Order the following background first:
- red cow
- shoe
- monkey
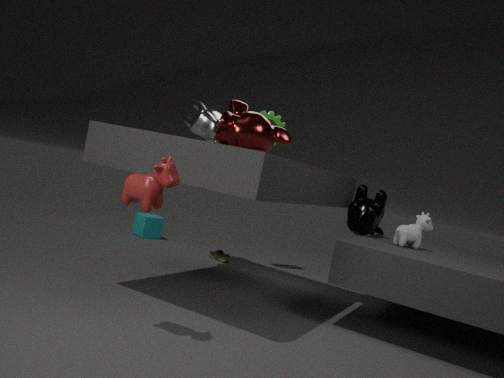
Answer: shoe < monkey < red cow
